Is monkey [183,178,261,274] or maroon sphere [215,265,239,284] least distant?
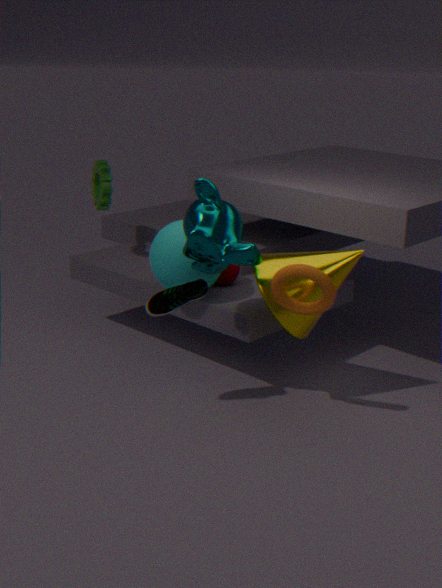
monkey [183,178,261,274]
